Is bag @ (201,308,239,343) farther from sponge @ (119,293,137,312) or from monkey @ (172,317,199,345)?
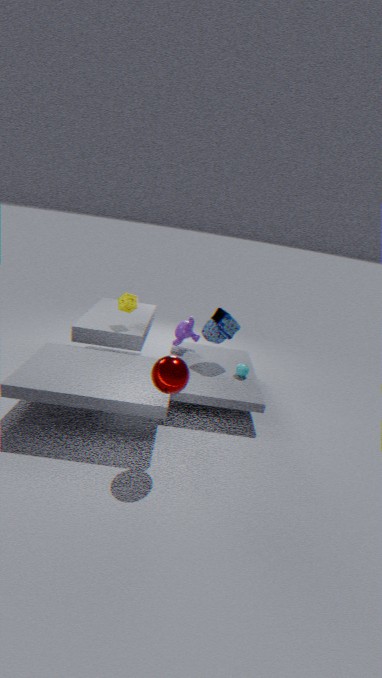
sponge @ (119,293,137,312)
